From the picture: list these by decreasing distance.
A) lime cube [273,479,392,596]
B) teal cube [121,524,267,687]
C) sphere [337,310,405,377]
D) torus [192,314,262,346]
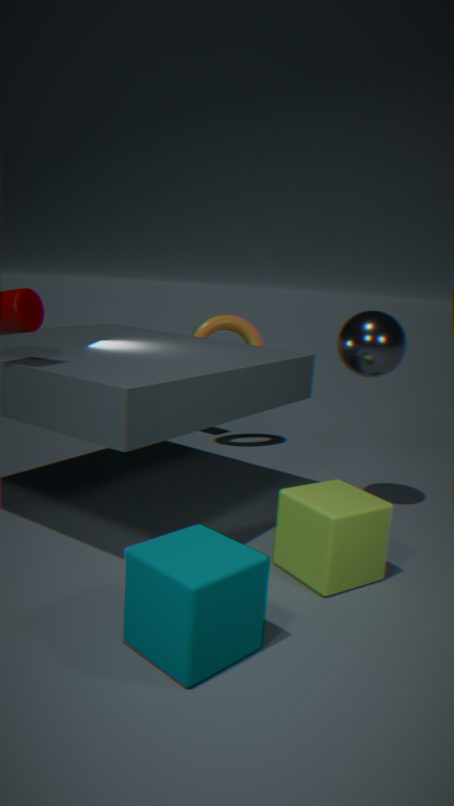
torus [192,314,262,346]
sphere [337,310,405,377]
lime cube [273,479,392,596]
teal cube [121,524,267,687]
